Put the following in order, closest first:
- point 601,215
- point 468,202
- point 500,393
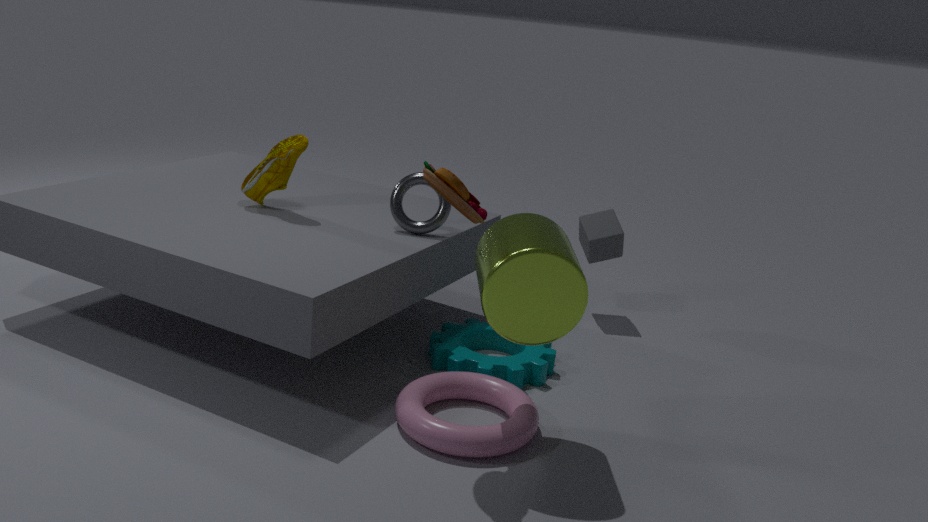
point 468,202 < point 500,393 < point 601,215
